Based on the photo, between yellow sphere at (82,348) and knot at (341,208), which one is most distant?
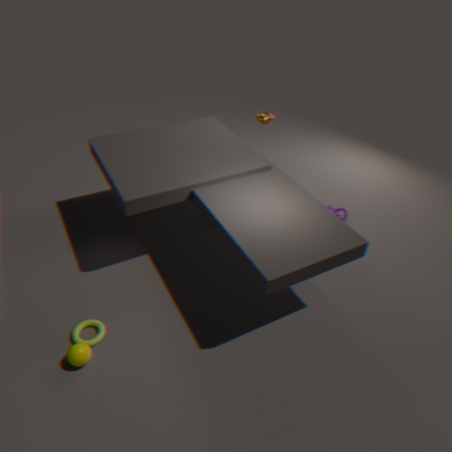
knot at (341,208)
